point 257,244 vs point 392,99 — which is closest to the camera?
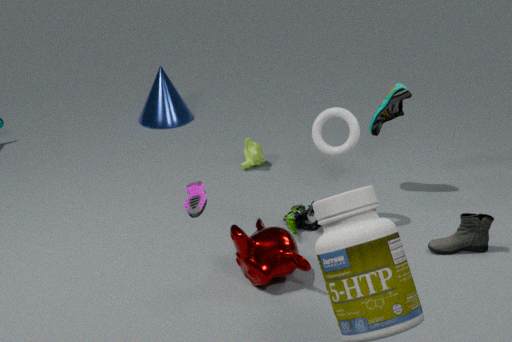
point 257,244
